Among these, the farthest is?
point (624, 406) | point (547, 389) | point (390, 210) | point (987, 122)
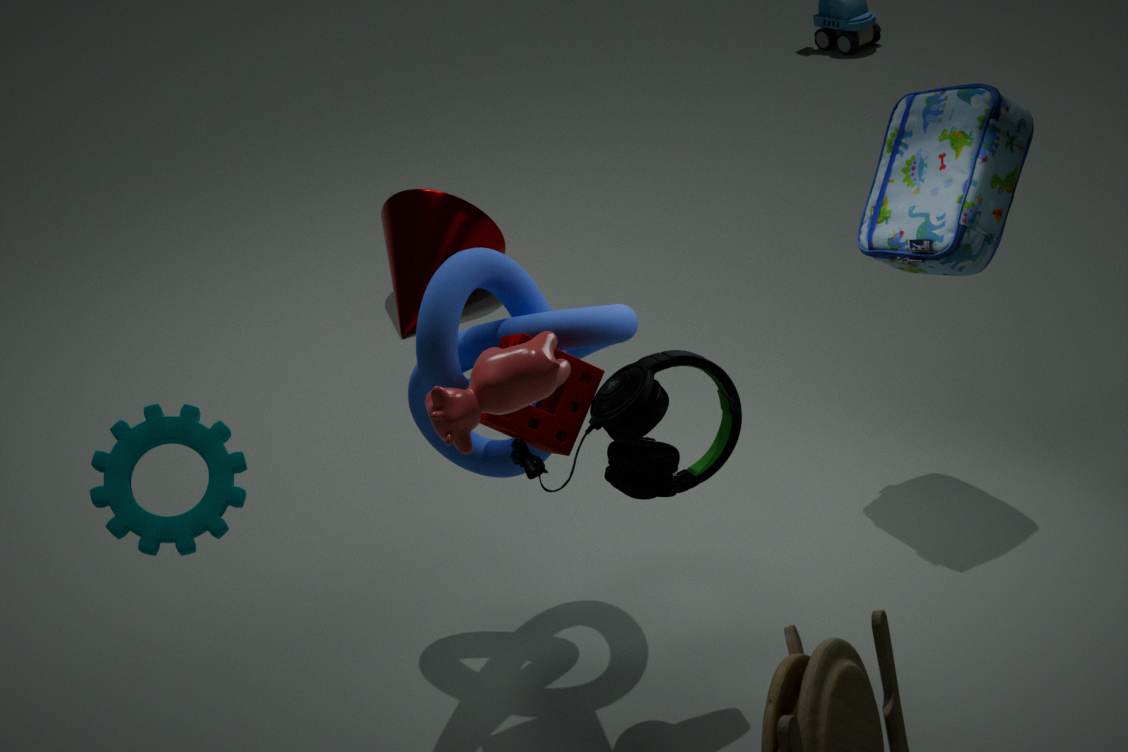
point (390, 210)
